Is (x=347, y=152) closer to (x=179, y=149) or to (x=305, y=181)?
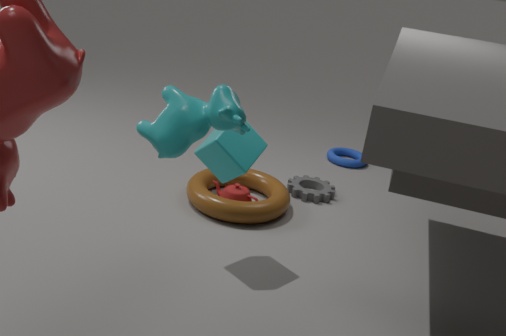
(x=305, y=181)
